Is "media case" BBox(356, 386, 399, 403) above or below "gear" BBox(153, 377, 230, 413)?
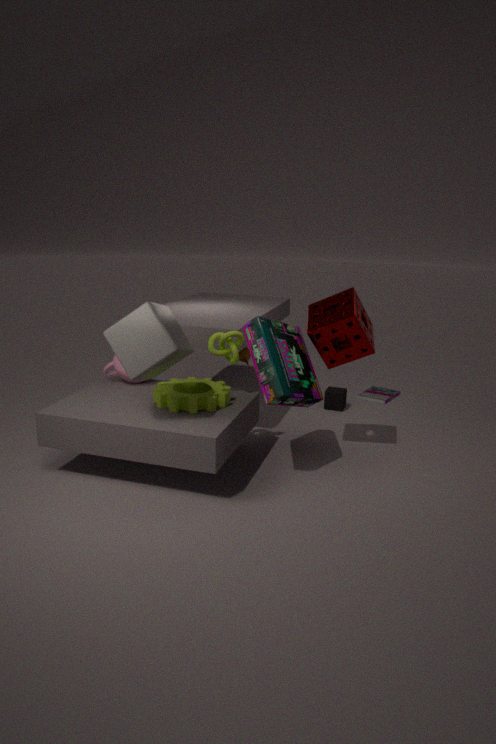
below
